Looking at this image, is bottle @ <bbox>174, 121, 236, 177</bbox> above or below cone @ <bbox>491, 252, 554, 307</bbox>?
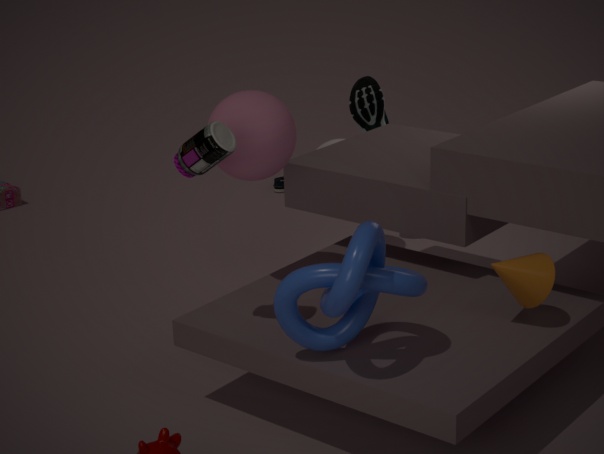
above
